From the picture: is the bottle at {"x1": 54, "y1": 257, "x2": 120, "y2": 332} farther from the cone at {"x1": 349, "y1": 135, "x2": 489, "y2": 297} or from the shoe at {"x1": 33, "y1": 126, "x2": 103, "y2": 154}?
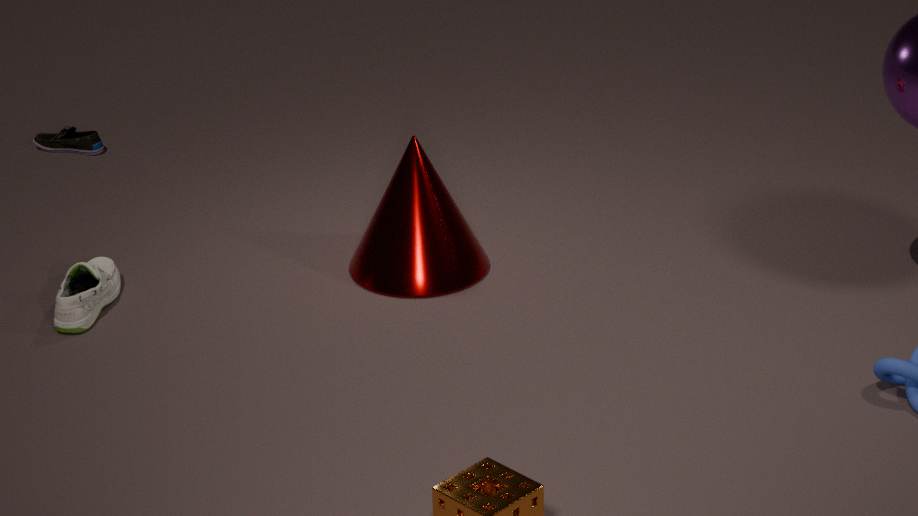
the shoe at {"x1": 33, "y1": 126, "x2": 103, "y2": 154}
